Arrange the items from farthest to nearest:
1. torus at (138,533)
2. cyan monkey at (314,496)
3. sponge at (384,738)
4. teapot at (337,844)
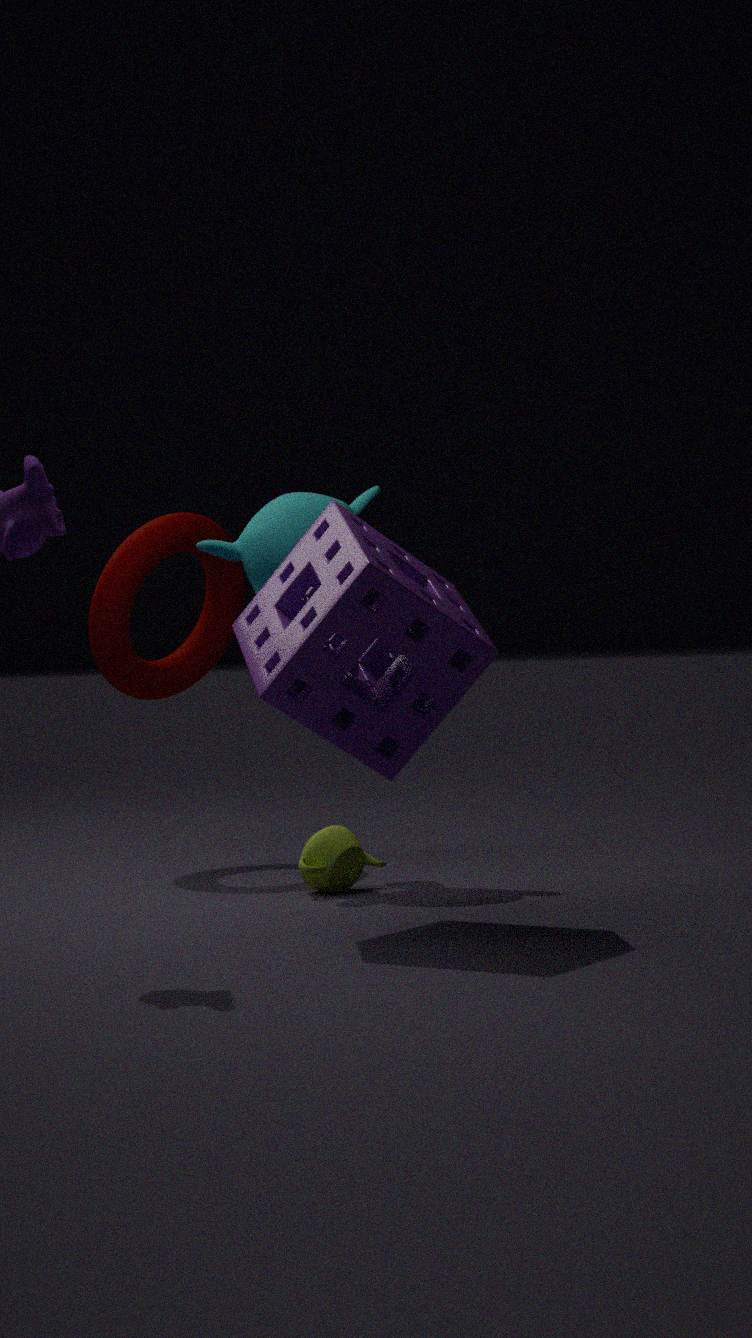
torus at (138,533)
cyan monkey at (314,496)
teapot at (337,844)
sponge at (384,738)
